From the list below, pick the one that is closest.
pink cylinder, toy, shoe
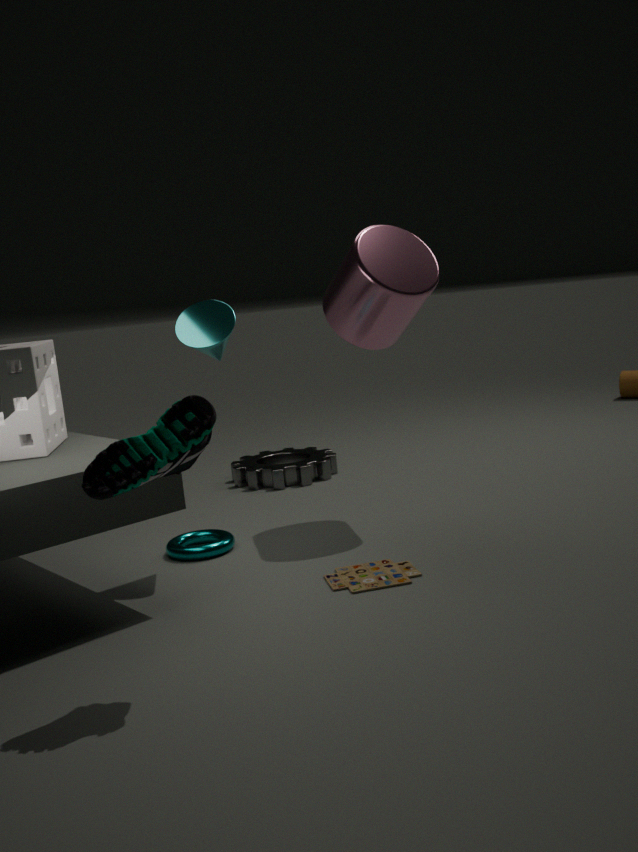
shoe
